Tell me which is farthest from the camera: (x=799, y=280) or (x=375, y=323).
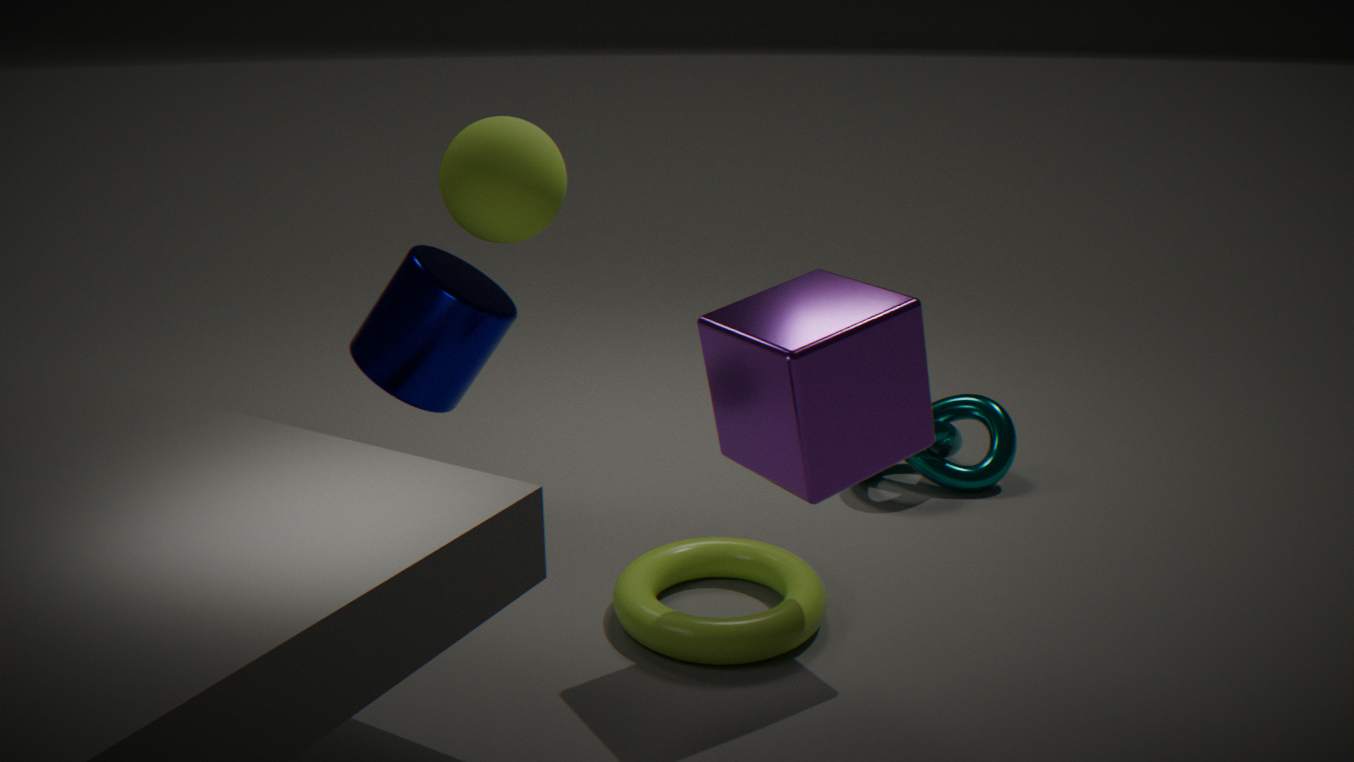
(x=375, y=323)
